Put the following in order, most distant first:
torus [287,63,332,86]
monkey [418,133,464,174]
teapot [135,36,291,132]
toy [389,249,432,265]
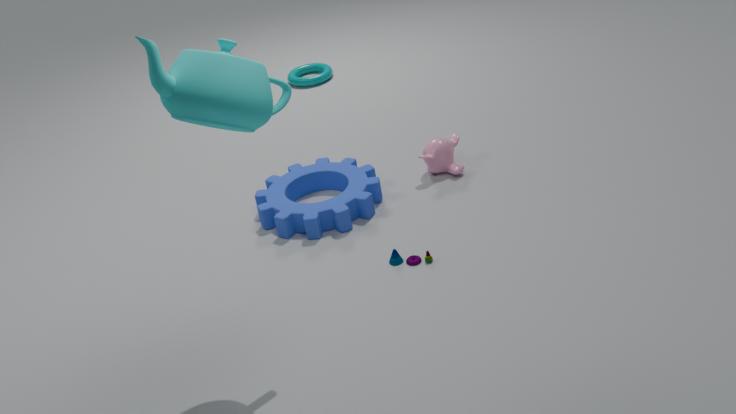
torus [287,63,332,86]
monkey [418,133,464,174]
toy [389,249,432,265]
teapot [135,36,291,132]
